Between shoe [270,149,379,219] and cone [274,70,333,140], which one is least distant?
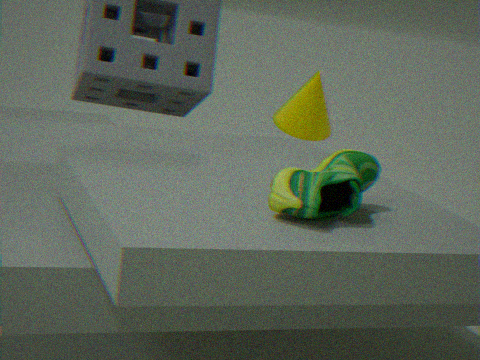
shoe [270,149,379,219]
